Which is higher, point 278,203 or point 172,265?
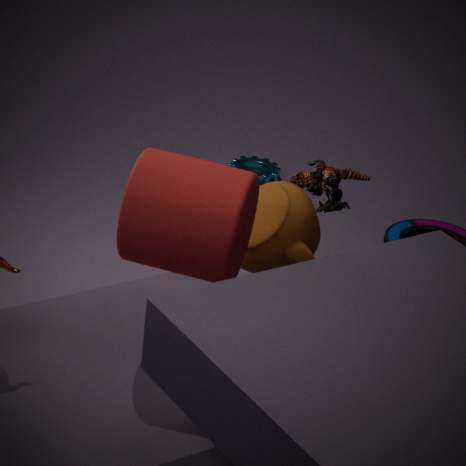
point 172,265
